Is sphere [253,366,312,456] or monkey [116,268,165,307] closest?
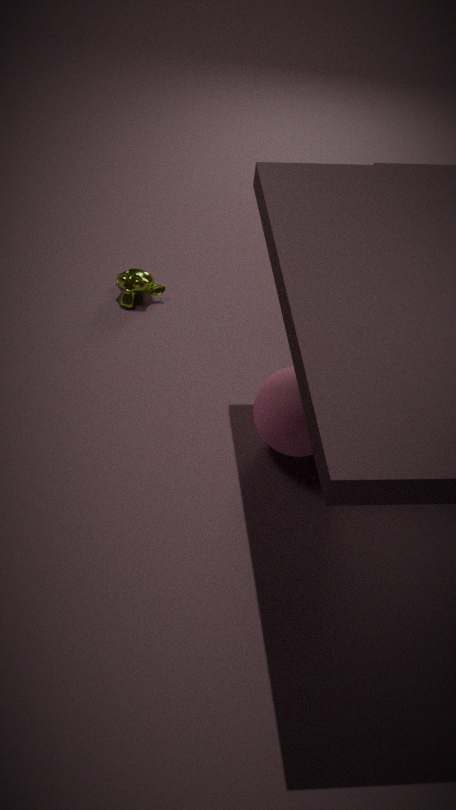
sphere [253,366,312,456]
